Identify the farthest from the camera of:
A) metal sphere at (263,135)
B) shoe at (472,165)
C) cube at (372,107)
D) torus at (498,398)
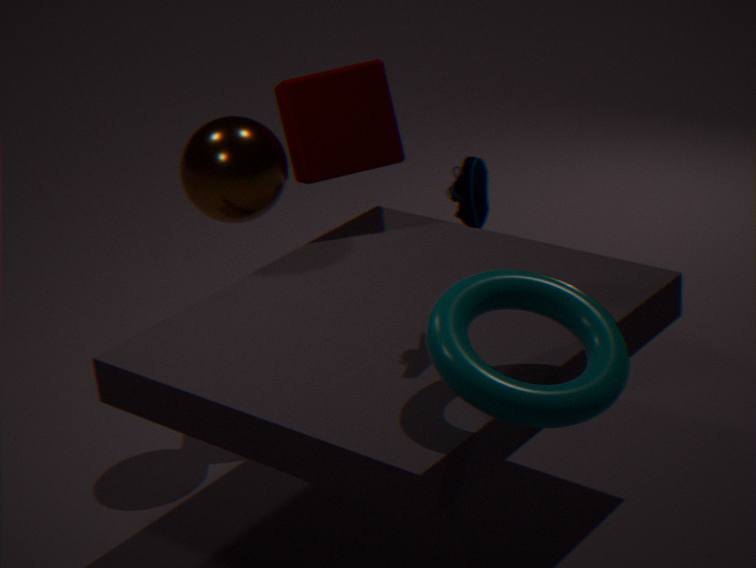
cube at (372,107)
